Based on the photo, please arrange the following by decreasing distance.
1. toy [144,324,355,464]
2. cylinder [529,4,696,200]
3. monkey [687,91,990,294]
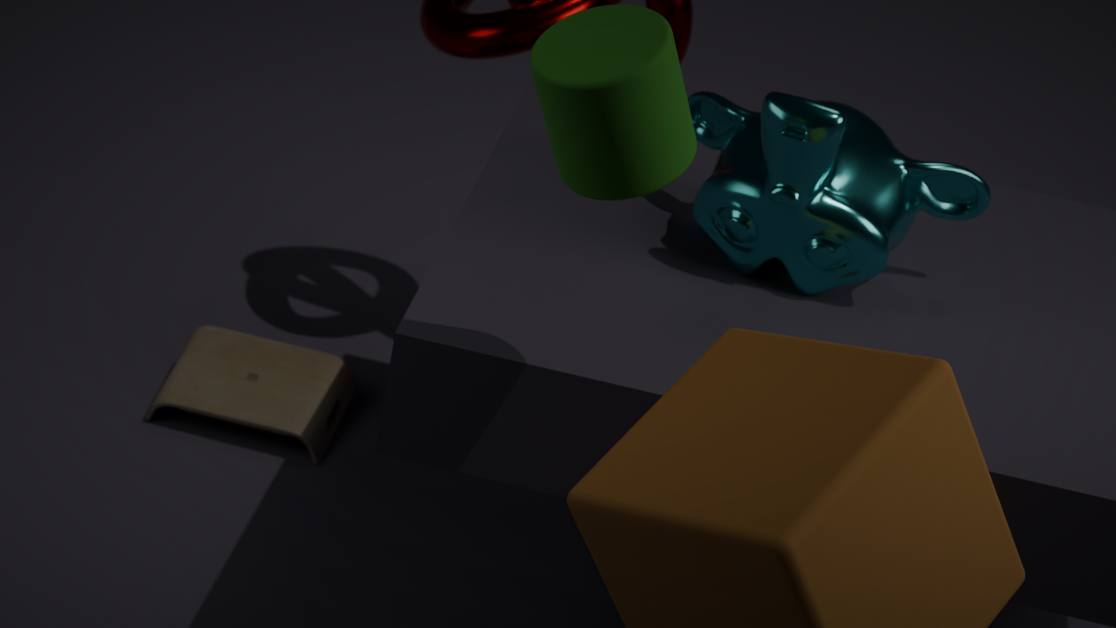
1. toy [144,324,355,464]
2. monkey [687,91,990,294]
3. cylinder [529,4,696,200]
